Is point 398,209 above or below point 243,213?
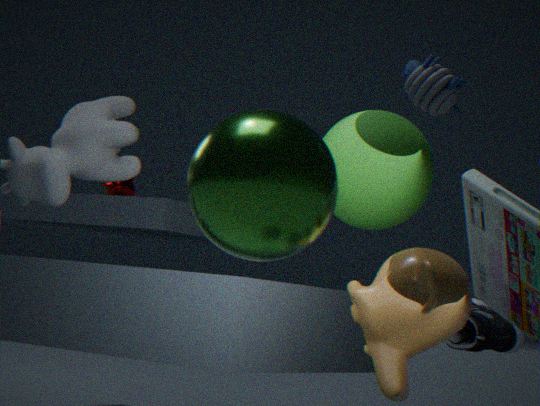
above
